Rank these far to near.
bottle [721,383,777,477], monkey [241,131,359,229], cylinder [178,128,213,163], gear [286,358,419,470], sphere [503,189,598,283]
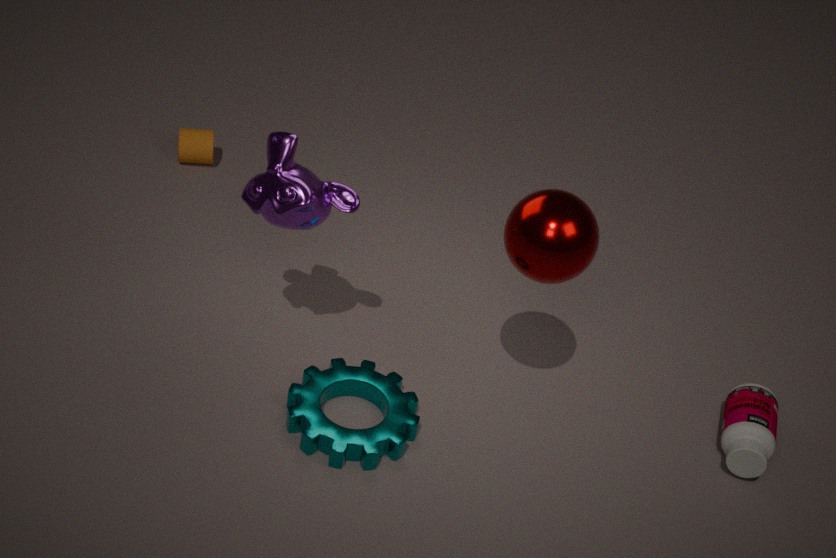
cylinder [178,128,213,163]
bottle [721,383,777,477]
gear [286,358,419,470]
monkey [241,131,359,229]
sphere [503,189,598,283]
